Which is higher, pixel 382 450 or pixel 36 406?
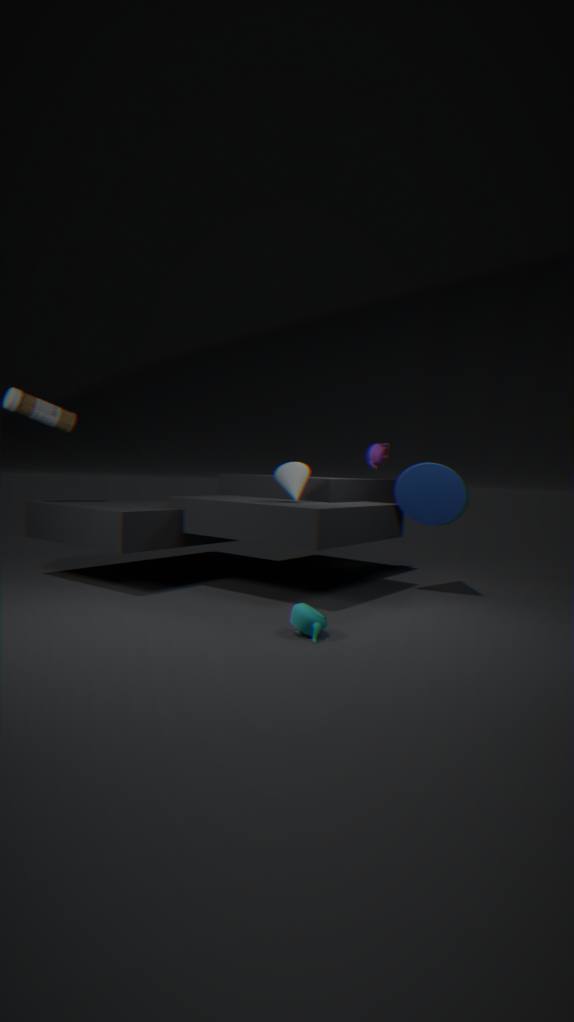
pixel 36 406
